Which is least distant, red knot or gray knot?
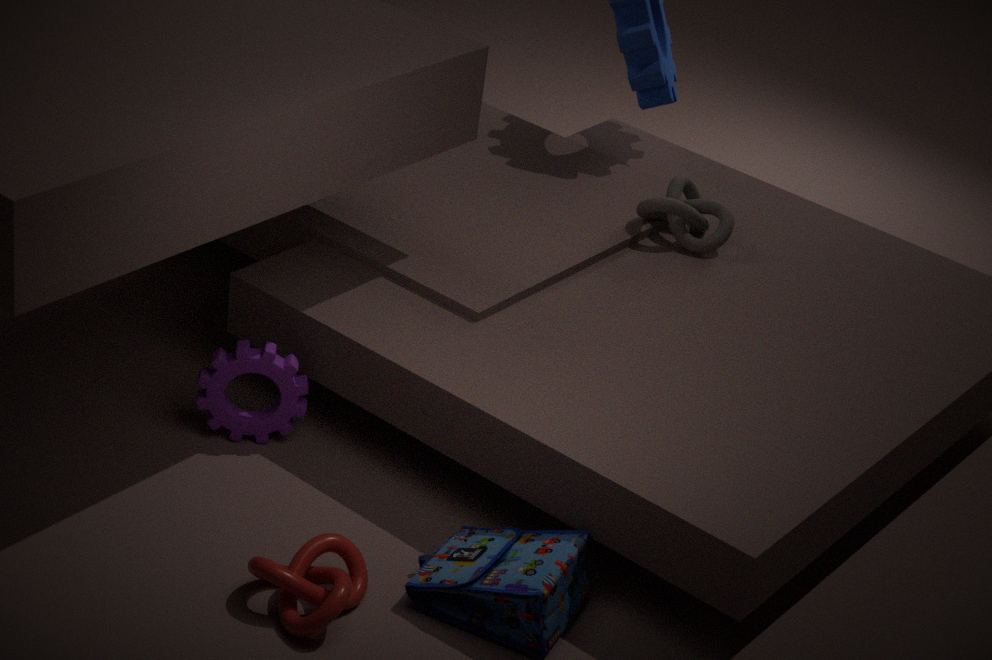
red knot
